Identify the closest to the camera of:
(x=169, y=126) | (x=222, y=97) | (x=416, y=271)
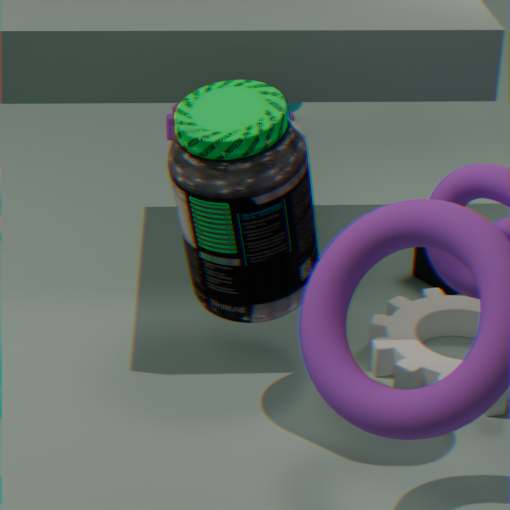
(x=222, y=97)
